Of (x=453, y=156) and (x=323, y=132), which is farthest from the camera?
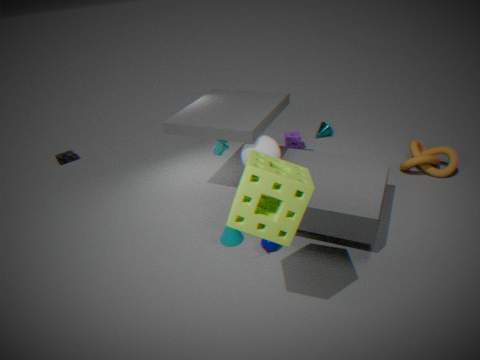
(x=323, y=132)
